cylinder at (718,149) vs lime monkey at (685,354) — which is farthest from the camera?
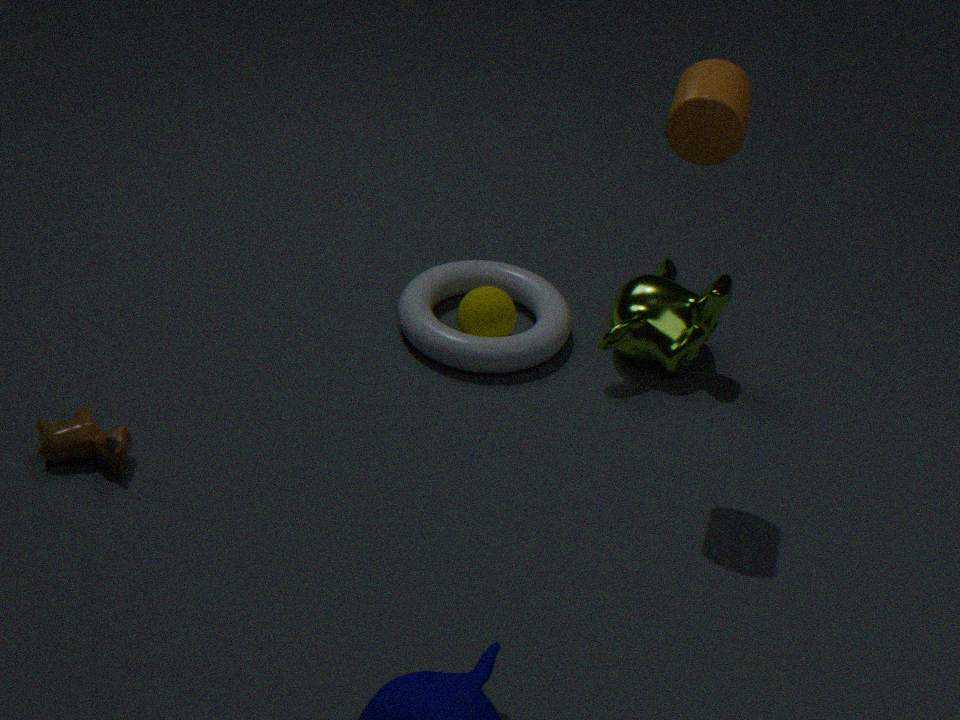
lime monkey at (685,354)
